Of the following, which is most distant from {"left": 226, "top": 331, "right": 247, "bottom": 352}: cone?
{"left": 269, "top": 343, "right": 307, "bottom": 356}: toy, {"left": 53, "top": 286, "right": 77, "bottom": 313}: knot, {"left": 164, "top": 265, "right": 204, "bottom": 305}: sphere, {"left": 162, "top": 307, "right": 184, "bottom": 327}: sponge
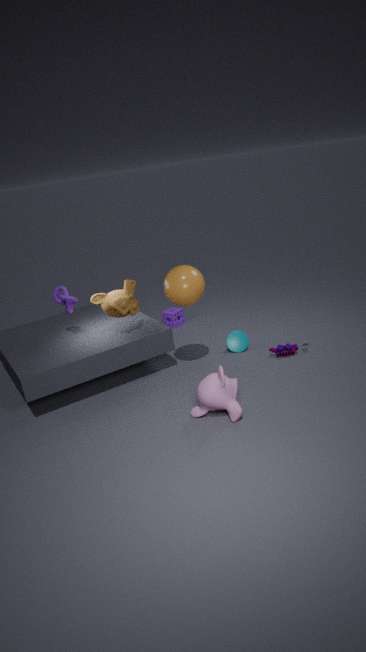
{"left": 53, "top": 286, "right": 77, "bottom": 313}: knot
